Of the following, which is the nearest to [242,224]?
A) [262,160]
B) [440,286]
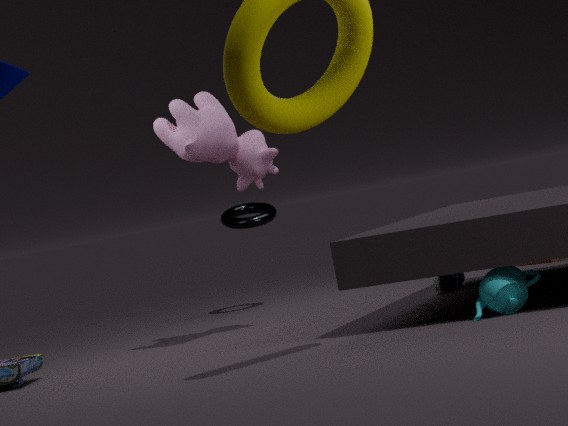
[262,160]
